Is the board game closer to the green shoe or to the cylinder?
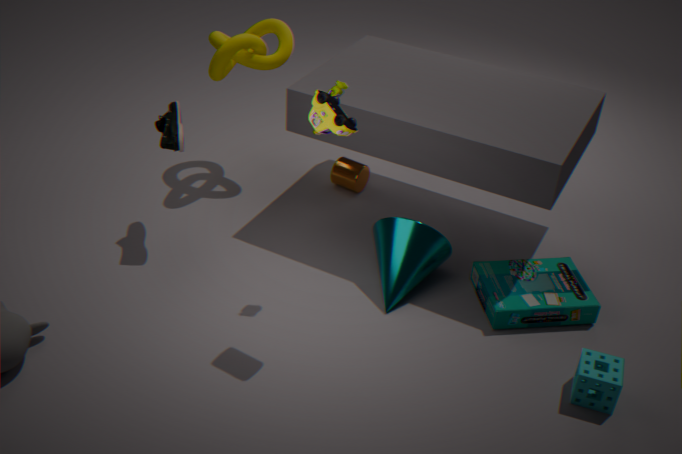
the cylinder
